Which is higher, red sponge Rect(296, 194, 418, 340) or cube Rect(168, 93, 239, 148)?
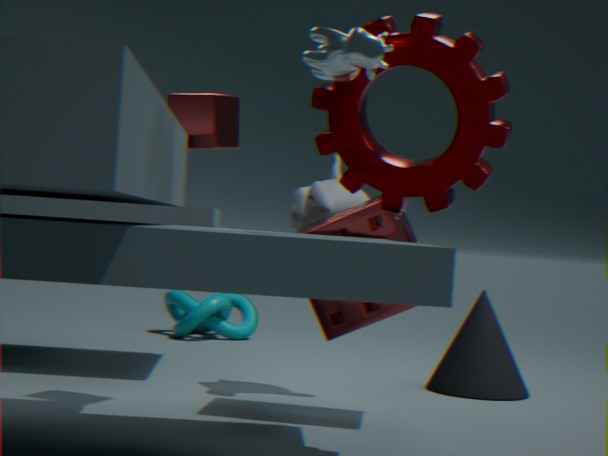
cube Rect(168, 93, 239, 148)
